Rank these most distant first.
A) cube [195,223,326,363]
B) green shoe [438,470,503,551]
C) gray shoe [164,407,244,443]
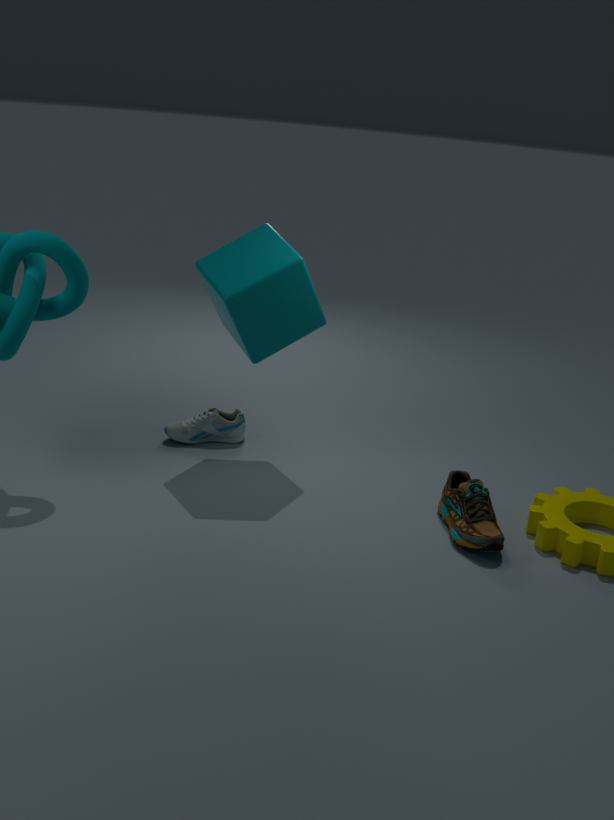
gray shoe [164,407,244,443] < cube [195,223,326,363] < green shoe [438,470,503,551]
